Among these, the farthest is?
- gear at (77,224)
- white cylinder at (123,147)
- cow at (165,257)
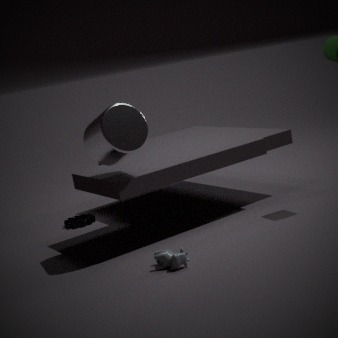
gear at (77,224)
